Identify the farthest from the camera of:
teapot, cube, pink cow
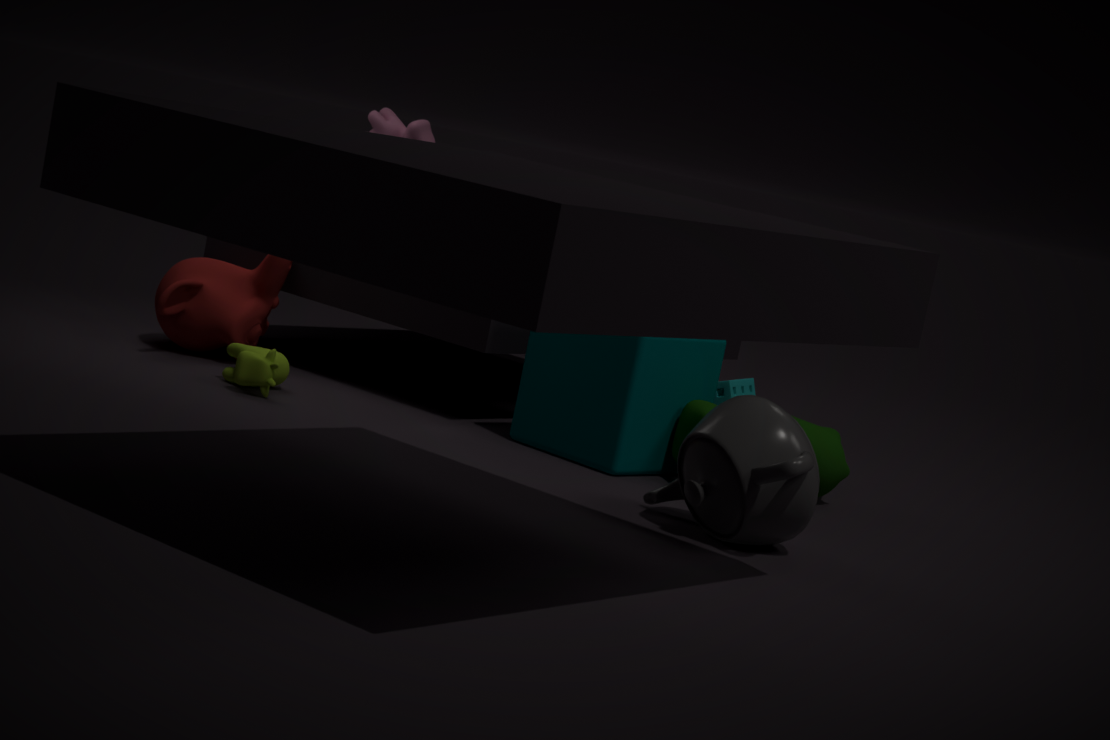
pink cow
